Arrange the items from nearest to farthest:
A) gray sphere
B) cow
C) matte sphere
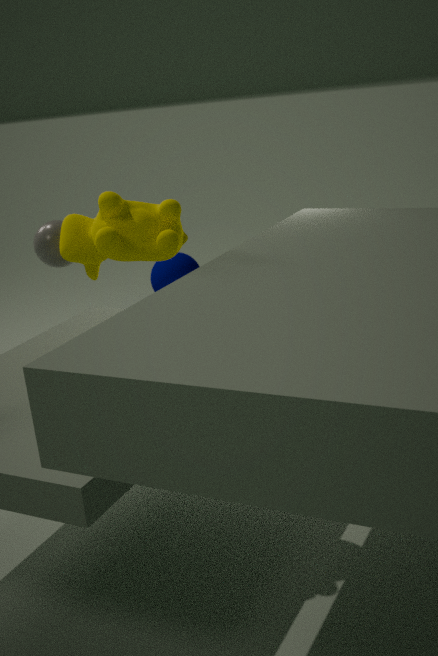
1. cow
2. gray sphere
3. matte sphere
